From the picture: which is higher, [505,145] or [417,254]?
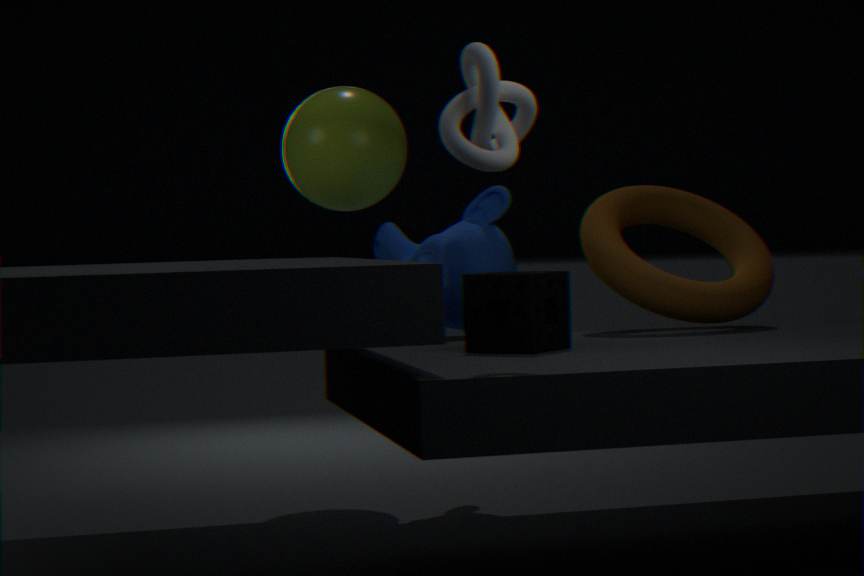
[505,145]
